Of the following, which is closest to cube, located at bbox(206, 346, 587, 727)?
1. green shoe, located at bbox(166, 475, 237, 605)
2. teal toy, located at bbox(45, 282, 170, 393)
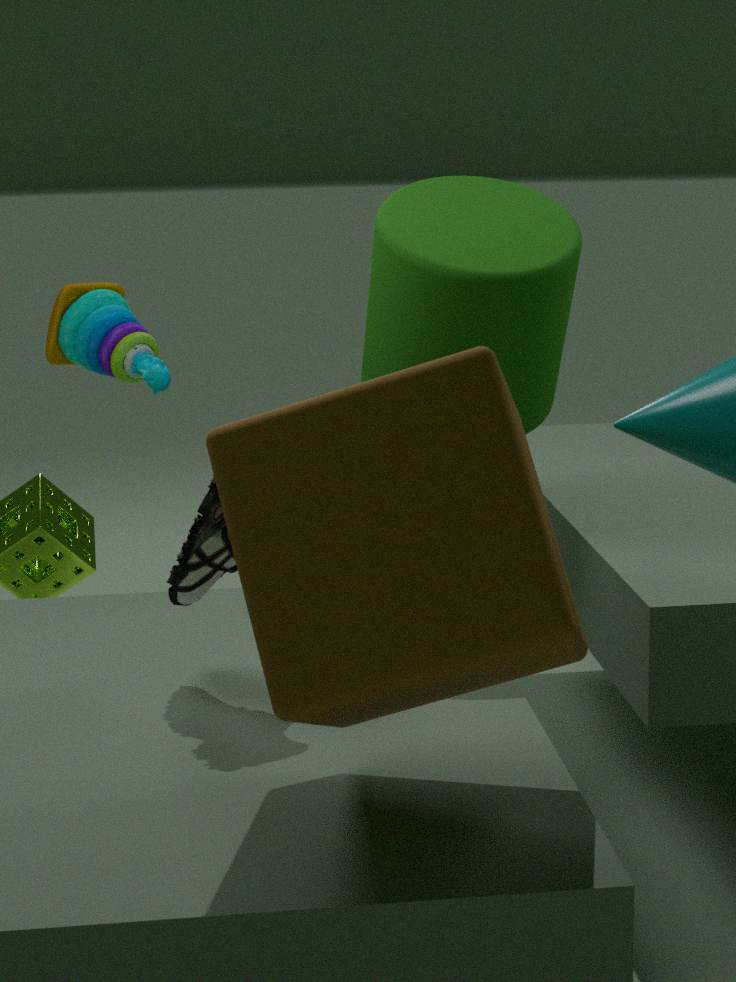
green shoe, located at bbox(166, 475, 237, 605)
